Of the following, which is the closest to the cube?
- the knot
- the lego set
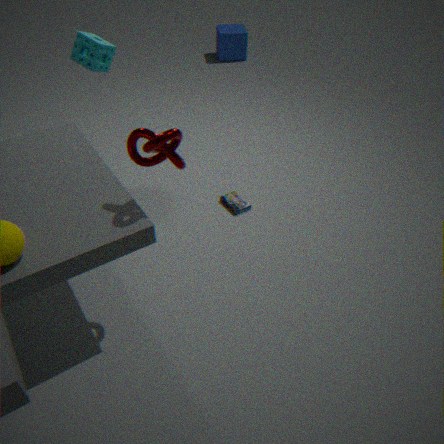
the lego set
